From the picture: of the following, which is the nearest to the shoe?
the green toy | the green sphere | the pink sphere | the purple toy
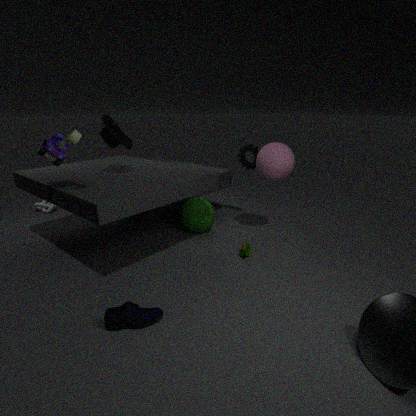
the green toy
